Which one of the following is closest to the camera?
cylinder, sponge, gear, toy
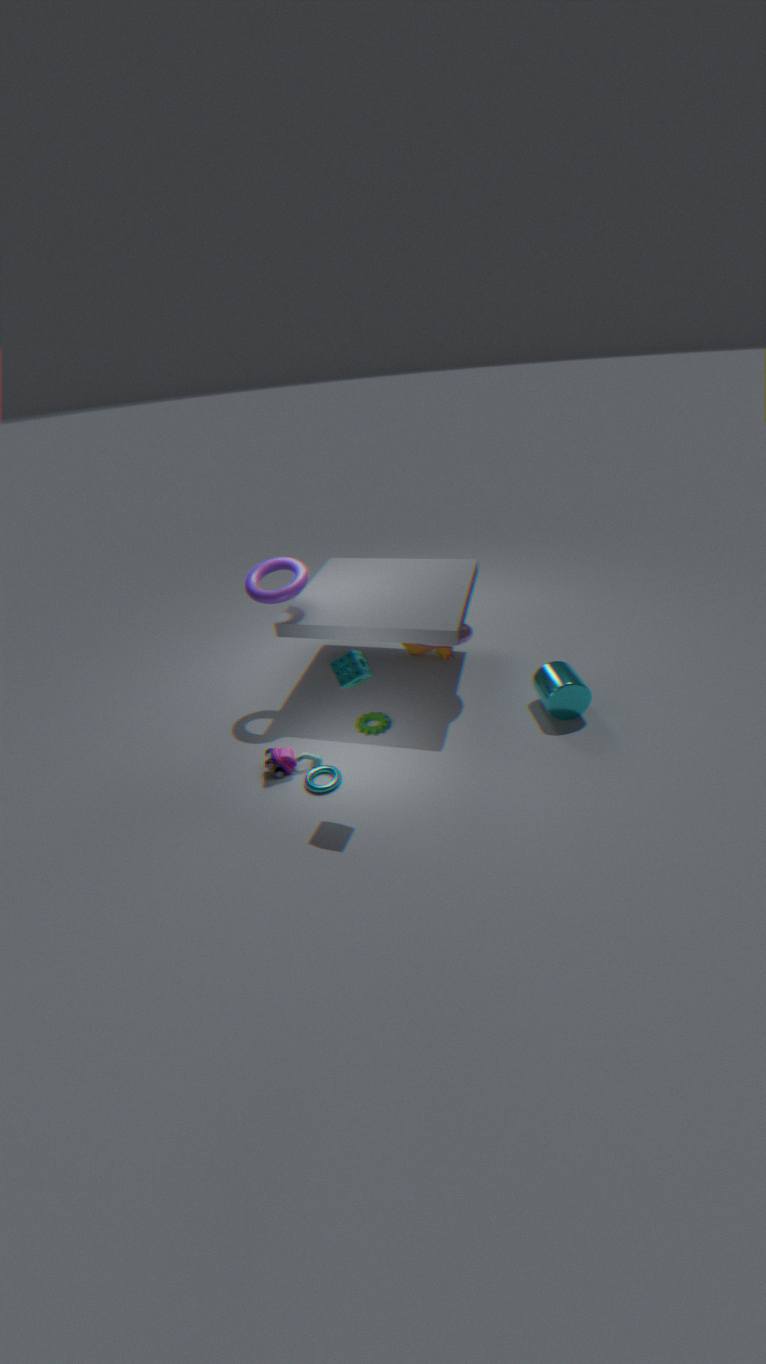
sponge
